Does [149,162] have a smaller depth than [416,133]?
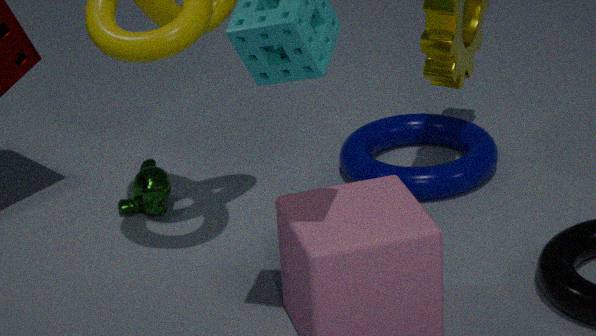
Yes
